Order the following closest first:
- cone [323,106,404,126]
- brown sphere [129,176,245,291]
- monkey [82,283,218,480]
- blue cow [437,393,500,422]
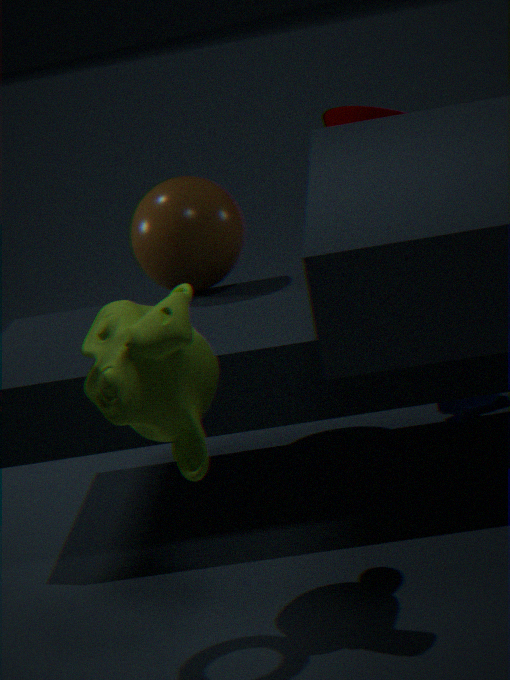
monkey [82,283,218,480]
brown sphere [129,176,245,291]
blue cow [437,393,500,422]
cone [323,106,404,126]
